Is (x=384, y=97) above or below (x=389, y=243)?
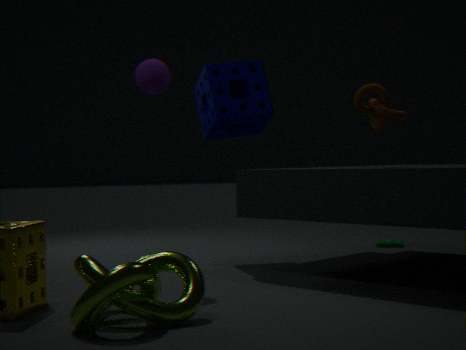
above
